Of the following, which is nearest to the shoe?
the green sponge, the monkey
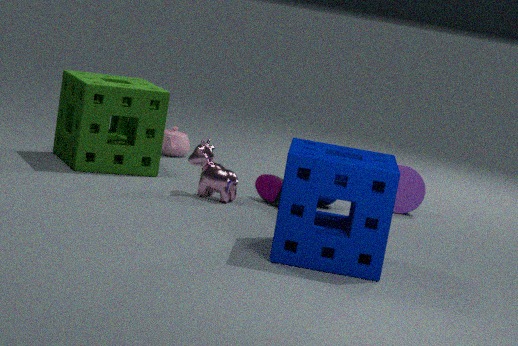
the monkey
